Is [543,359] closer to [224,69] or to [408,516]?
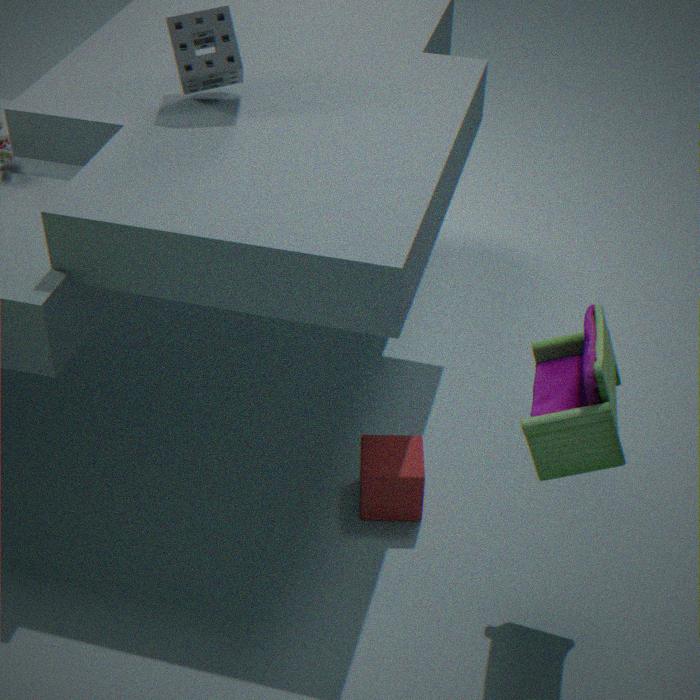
[408,516]
